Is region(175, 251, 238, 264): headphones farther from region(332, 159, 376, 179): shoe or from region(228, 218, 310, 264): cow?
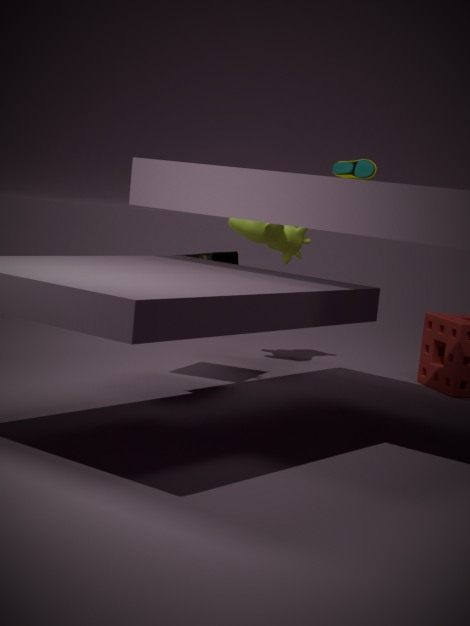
region(332, 159, 376, 179): shoe
